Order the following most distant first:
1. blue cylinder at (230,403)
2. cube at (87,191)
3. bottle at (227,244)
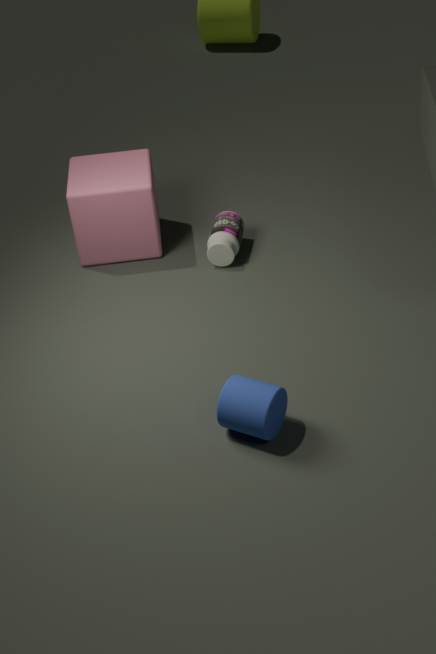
bottle at (227,244) → cube at (87,191) → blue cylinder at (230,403)
